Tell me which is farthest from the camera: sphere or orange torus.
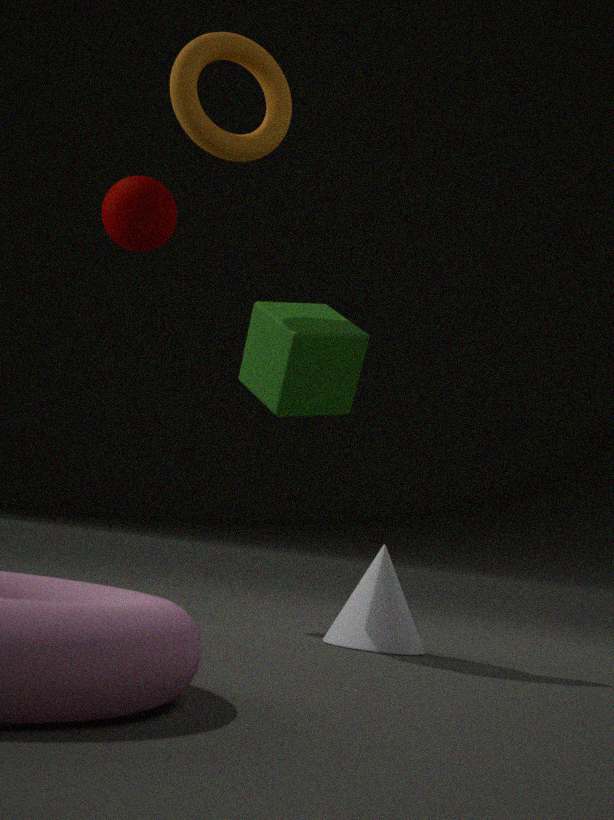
sphere
